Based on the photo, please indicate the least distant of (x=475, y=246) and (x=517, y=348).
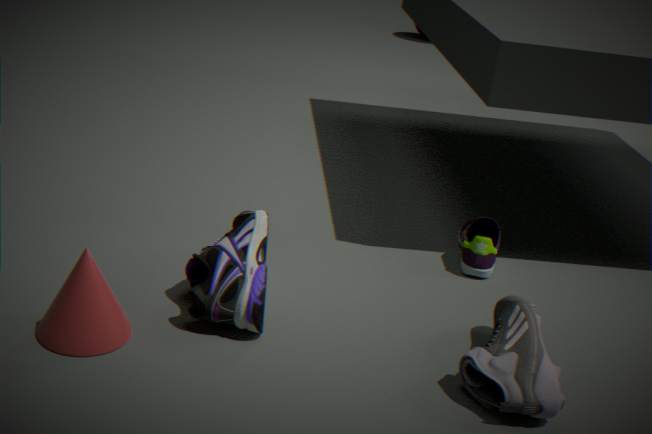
(x=517, y=348)
